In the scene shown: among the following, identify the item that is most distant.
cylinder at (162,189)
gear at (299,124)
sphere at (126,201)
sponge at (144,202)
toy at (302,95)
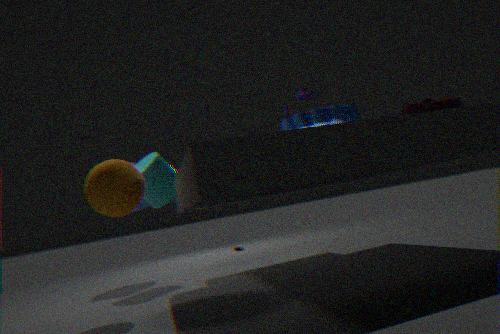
sponge at (144,202)
